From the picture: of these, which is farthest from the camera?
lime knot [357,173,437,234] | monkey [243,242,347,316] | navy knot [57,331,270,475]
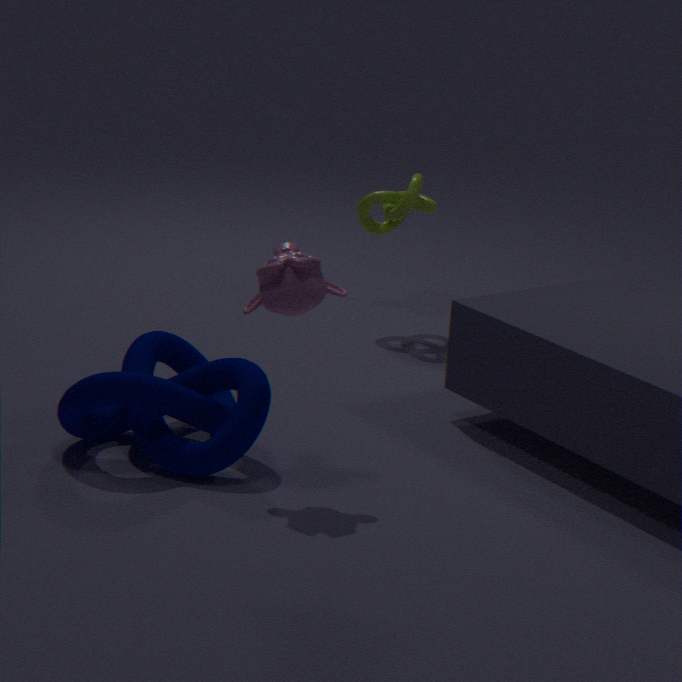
lime knot [357,173,437,234]
